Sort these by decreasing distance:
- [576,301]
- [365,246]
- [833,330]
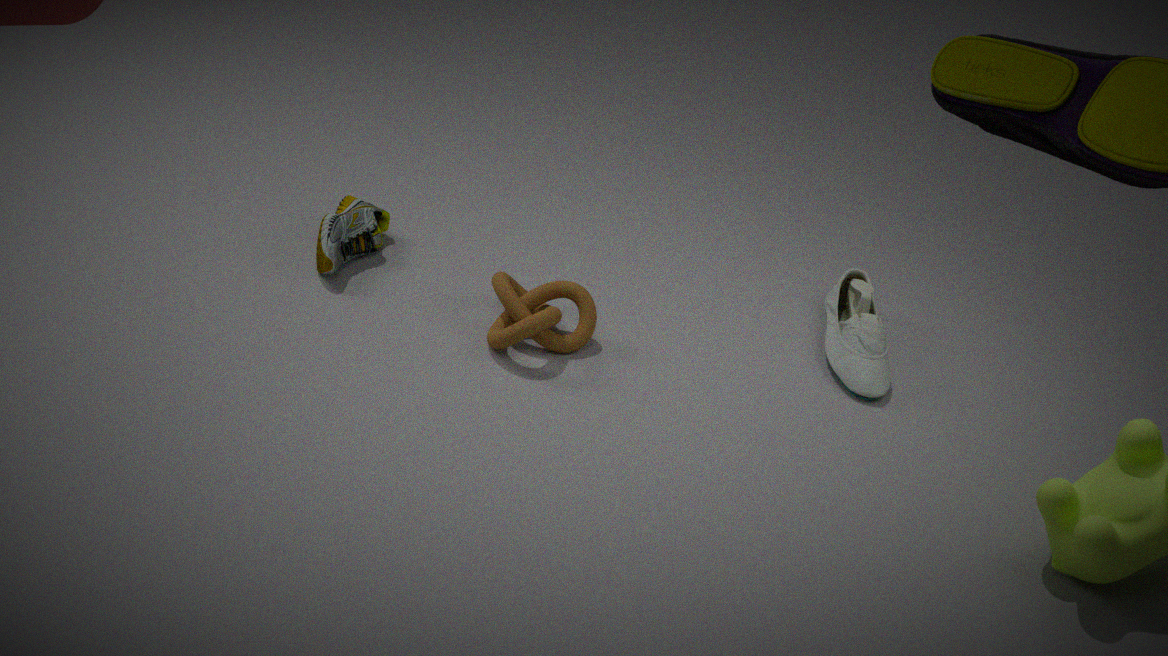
[833,330] < [365,246] < [576,301]
